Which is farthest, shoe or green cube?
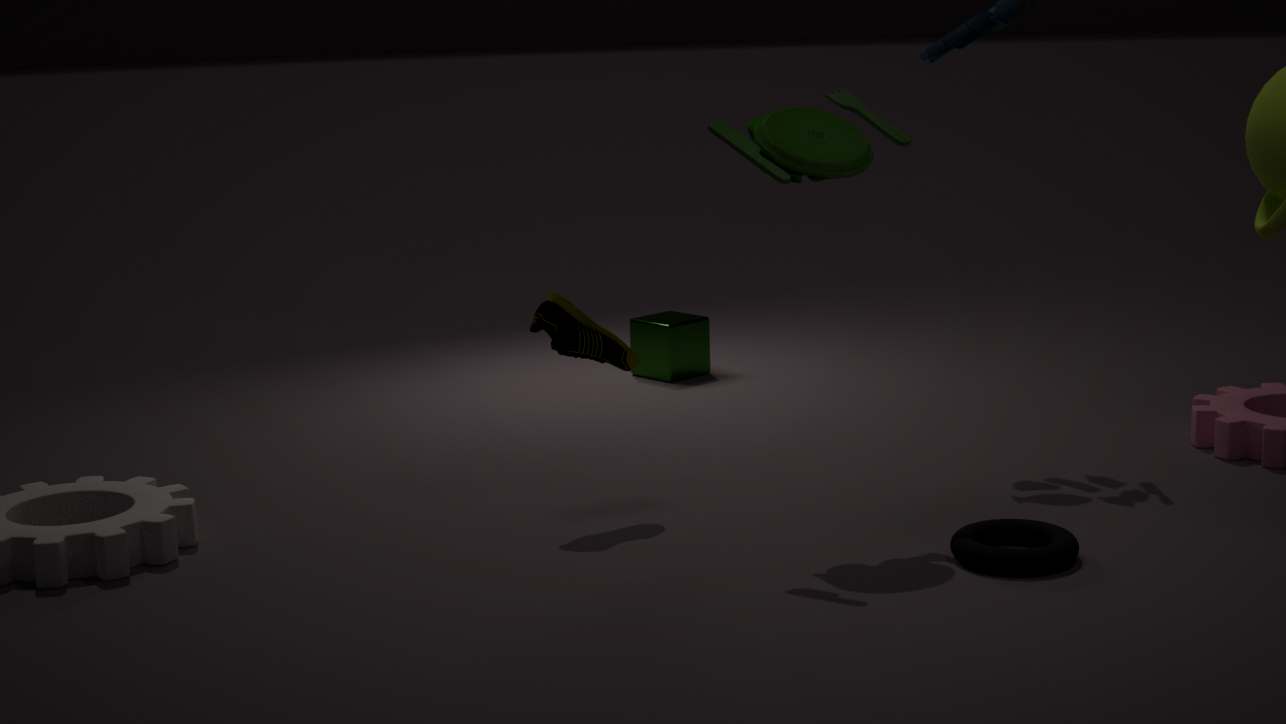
green cube
